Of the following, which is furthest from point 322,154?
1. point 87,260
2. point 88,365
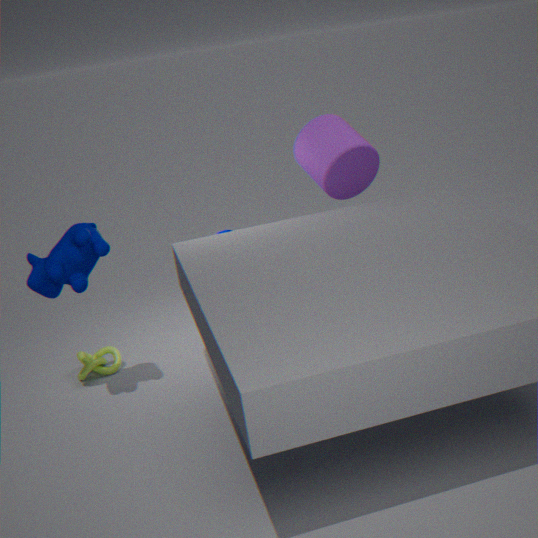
point 88,365
